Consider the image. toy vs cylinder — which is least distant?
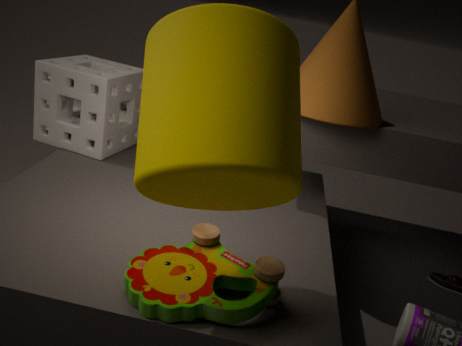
cylinder
